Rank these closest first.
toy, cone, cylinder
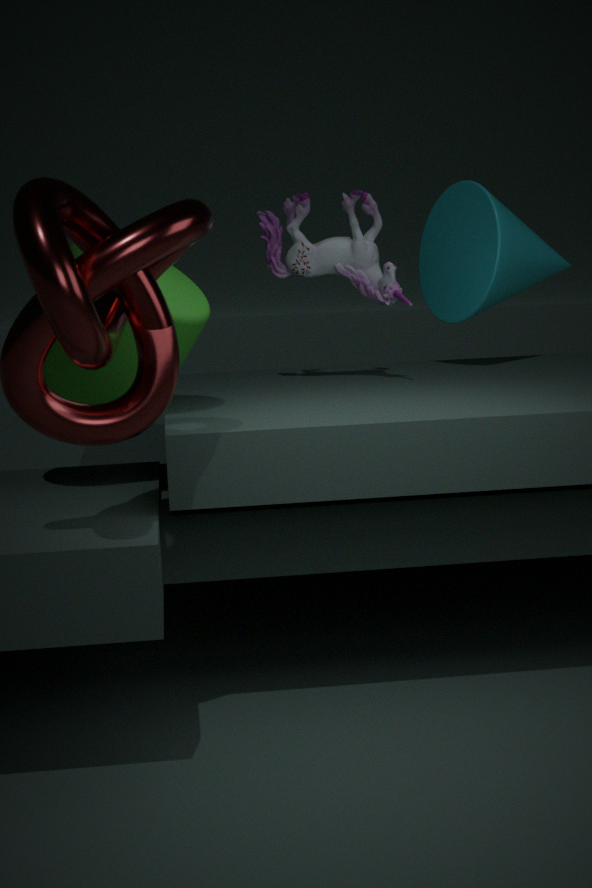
1. cylinder
2. toy
3. cone
